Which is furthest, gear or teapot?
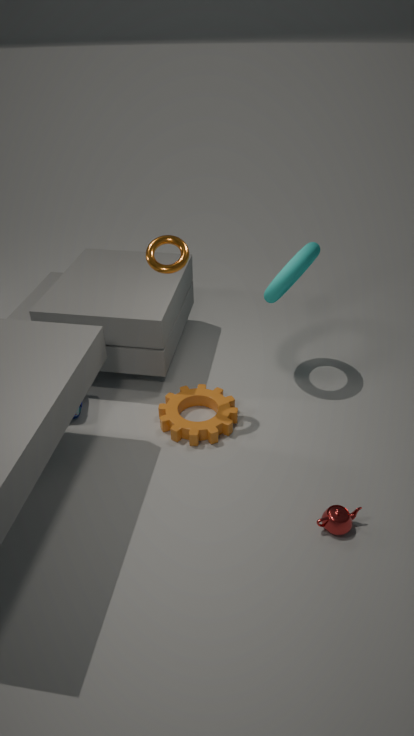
gear
